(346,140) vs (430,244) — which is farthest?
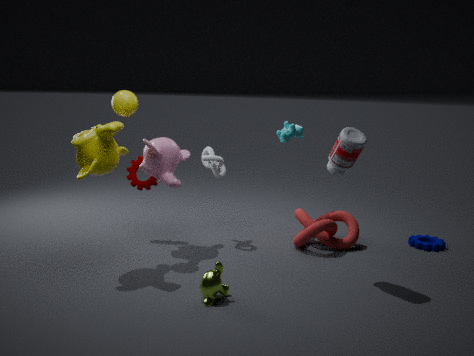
(430,244)
